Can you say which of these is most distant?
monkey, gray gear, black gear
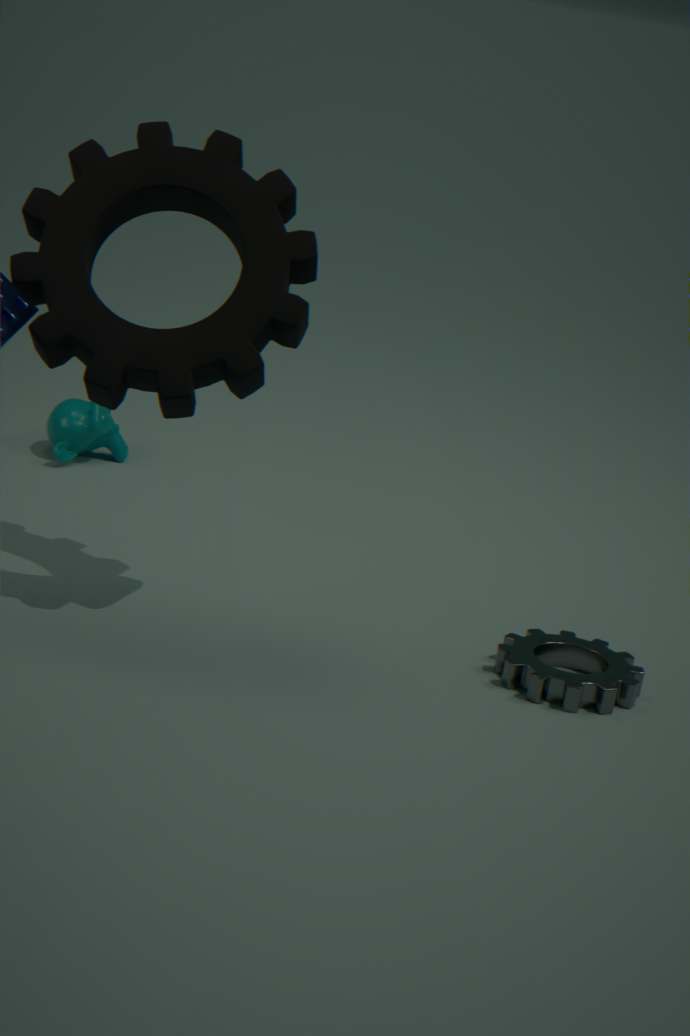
monkey
